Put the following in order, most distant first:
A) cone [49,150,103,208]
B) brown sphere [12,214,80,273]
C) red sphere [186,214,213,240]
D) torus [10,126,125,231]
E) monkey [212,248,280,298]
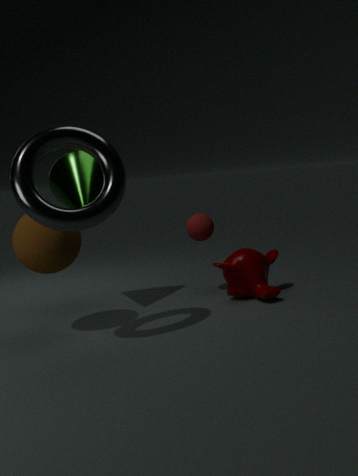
red sphere [186,214,213,240] → monkey [212,248,280,298] → cone [49,150,103,208] → brown sphere [12,214,80,273] → torus [10,126,125,231]
